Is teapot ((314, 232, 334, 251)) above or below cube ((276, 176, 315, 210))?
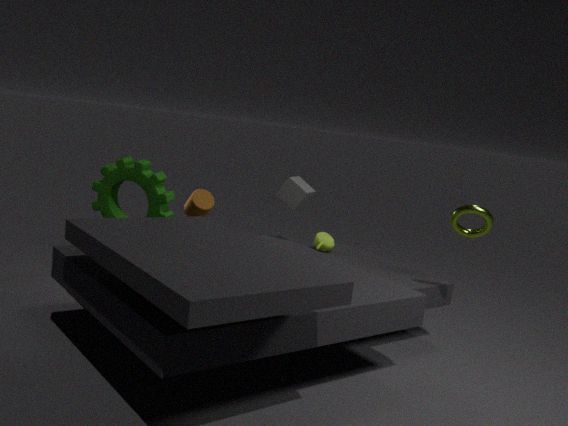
below
